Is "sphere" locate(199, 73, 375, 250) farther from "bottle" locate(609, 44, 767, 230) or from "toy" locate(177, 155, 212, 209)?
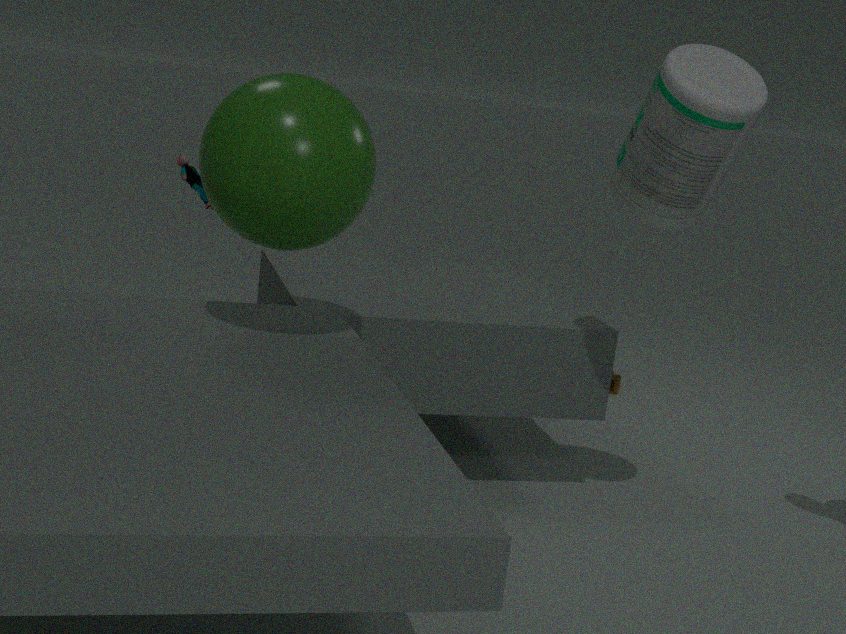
"toy" locate(177, 155, 212, 209)
